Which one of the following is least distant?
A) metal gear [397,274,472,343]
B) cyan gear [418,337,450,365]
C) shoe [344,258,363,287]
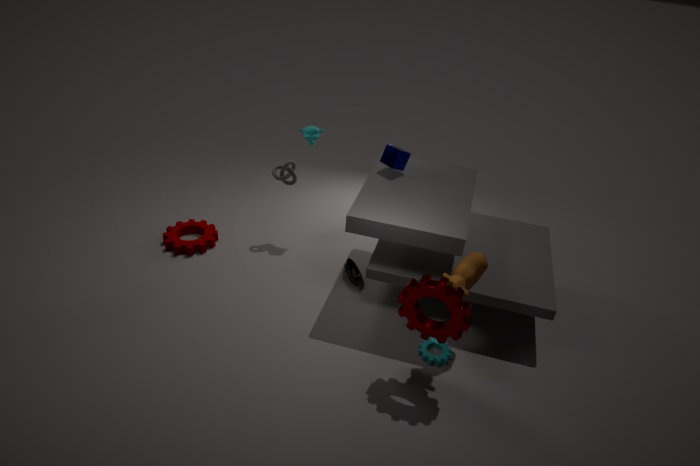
metal gear [397,274,472,343]
